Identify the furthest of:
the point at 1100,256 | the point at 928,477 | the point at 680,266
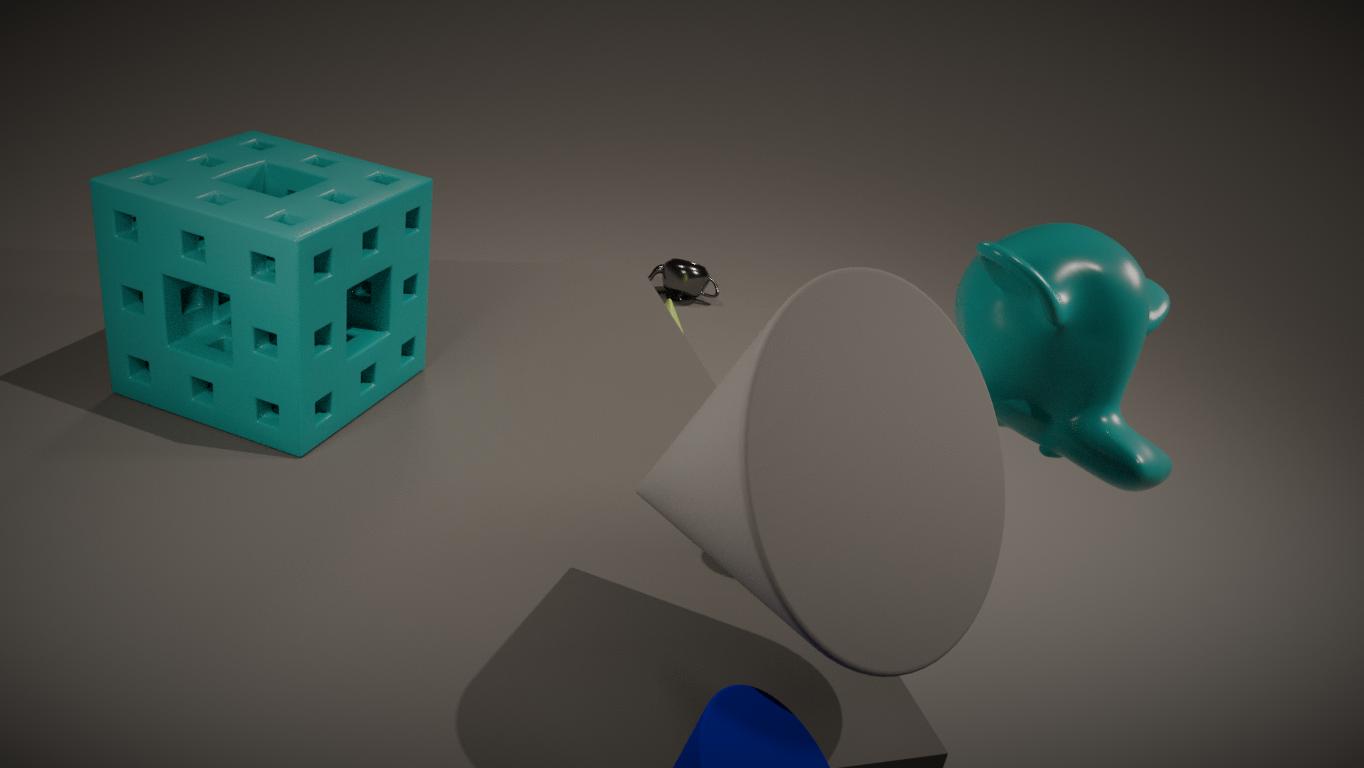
the point at 680,266
